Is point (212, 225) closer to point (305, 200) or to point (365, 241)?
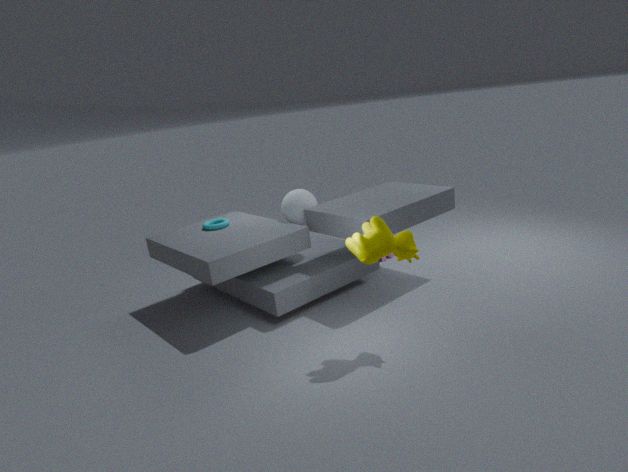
point (305, 200)
